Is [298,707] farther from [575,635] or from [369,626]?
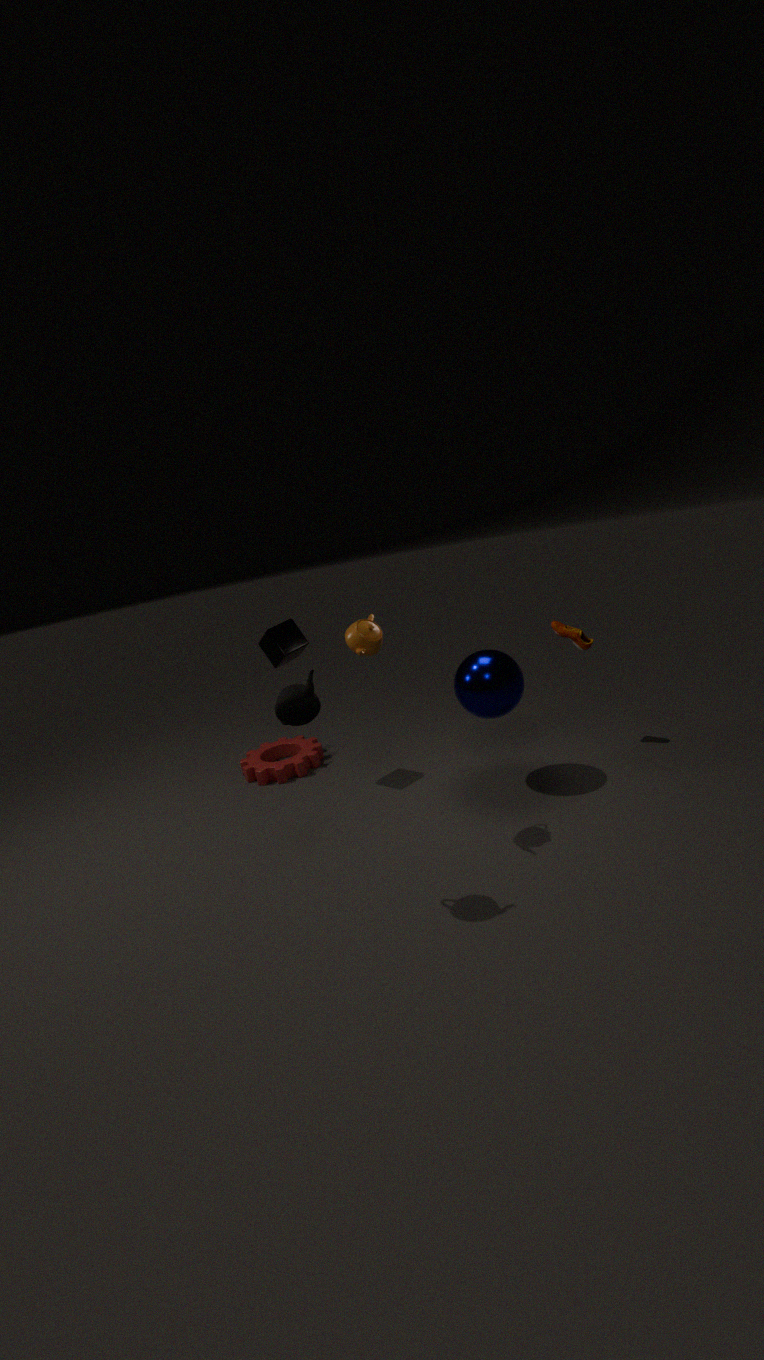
[575,635]
